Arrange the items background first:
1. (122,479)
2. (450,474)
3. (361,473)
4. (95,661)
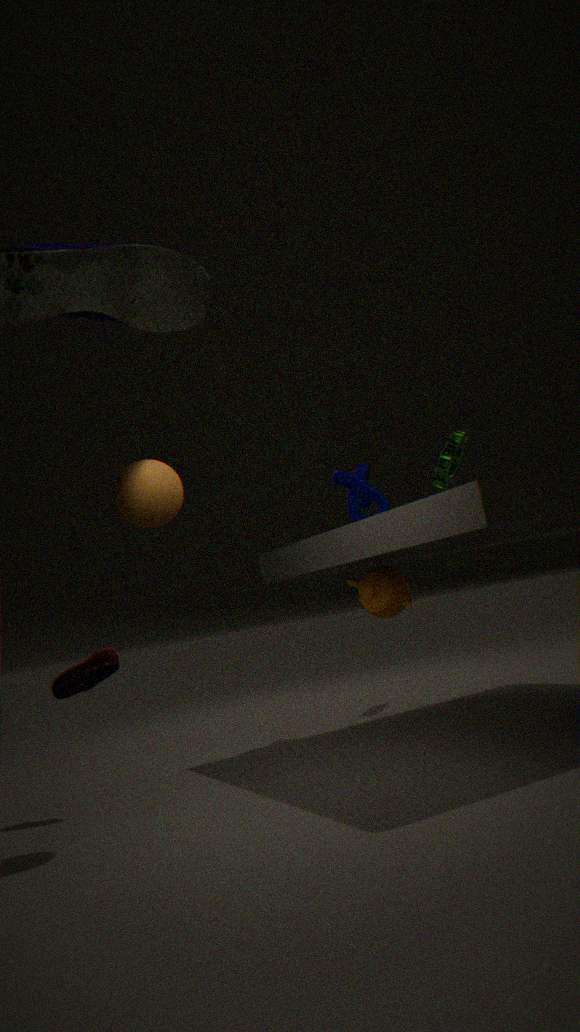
(450,474)
(361,473)
(95,661)
(122,479)
